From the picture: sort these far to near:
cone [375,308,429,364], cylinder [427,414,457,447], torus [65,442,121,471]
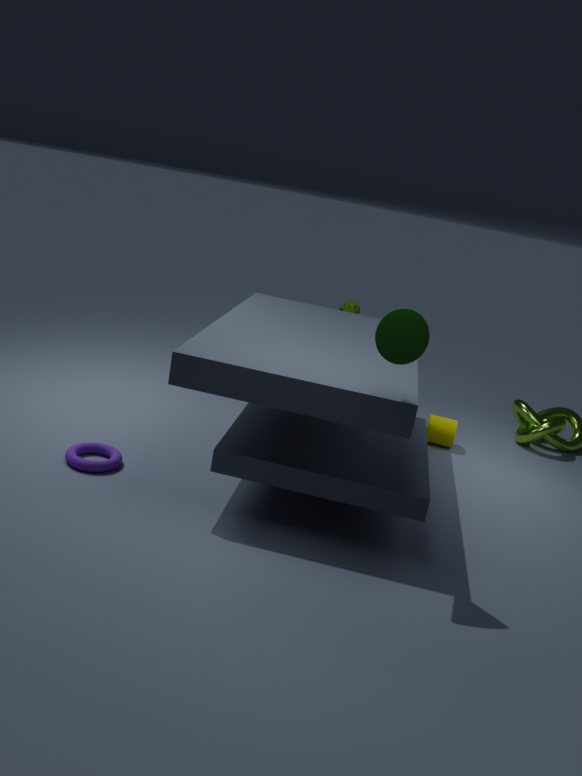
cylinder [427,414,457,447], torus [65,442,121,471], cone [375,308,429,364]
